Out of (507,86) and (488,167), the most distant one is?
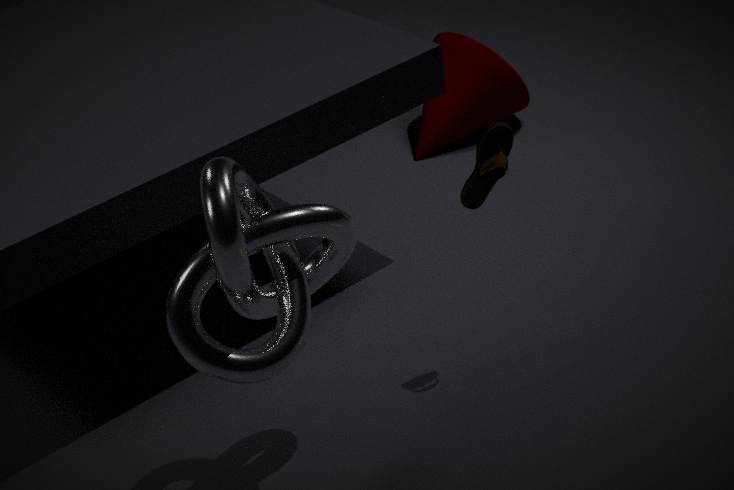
(507,86)
